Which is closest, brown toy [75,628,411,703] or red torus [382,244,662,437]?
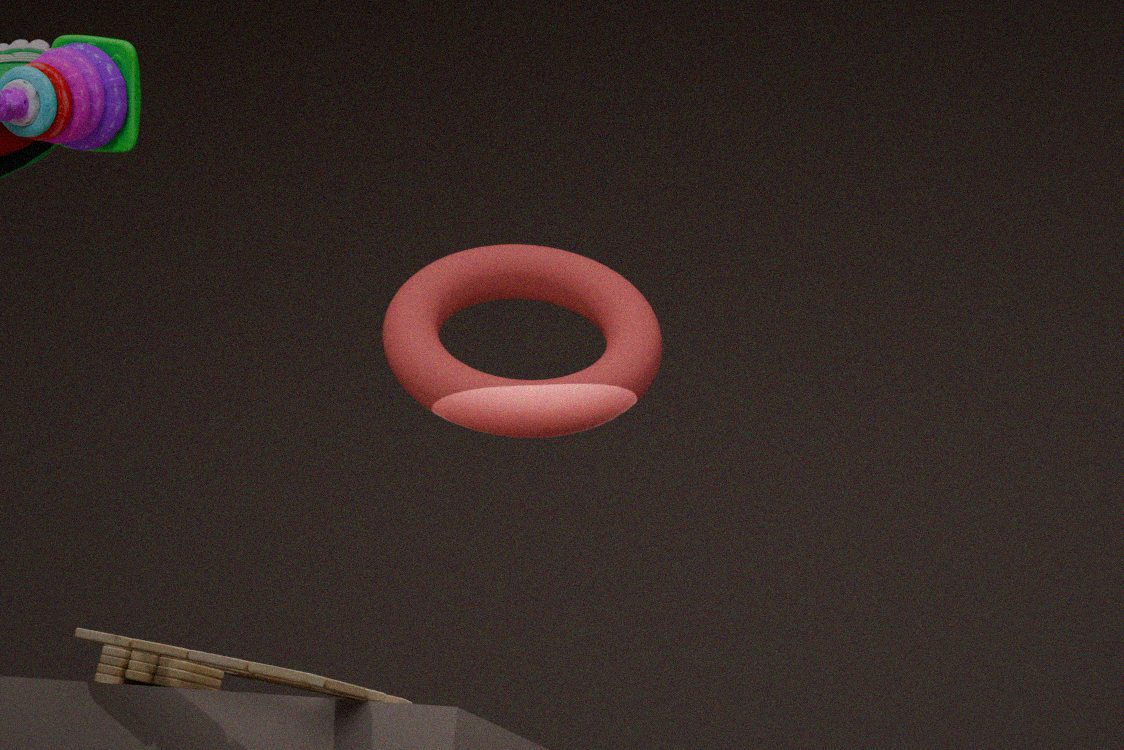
brown toy [75,628,411,703]
